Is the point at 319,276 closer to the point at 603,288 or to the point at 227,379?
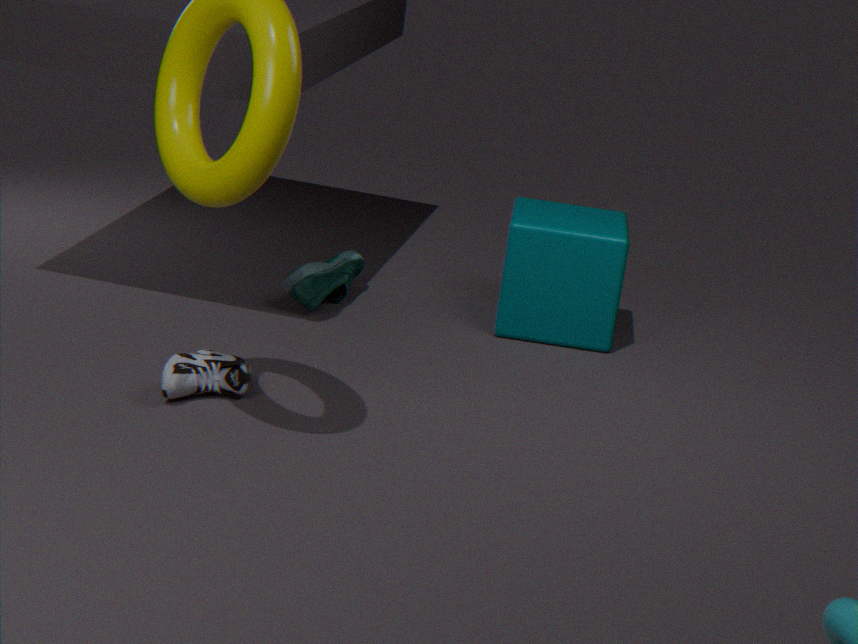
the point at 603,288
